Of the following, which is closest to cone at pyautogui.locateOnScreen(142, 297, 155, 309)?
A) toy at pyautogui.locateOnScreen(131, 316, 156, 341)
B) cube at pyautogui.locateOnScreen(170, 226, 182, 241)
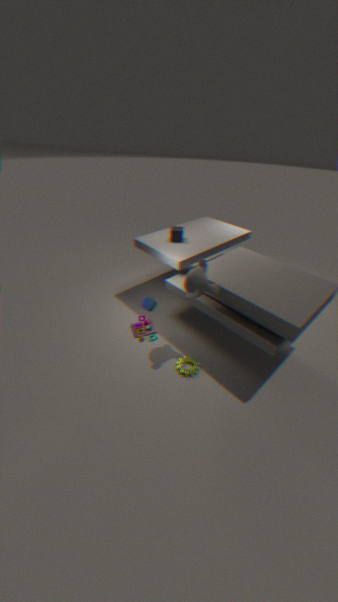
toy at pyautogui.locateOnScreen(131, 316, 156, 341)
